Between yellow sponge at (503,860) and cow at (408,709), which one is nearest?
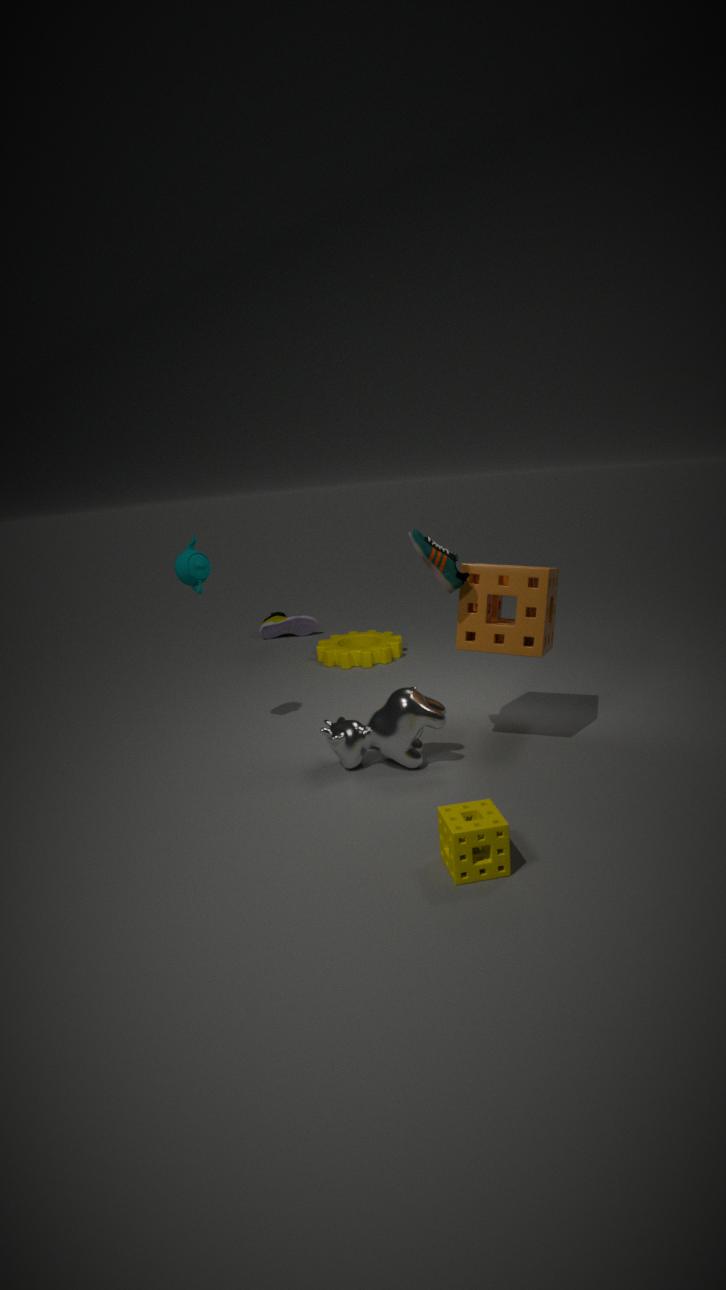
yellow sponge at (503,860)
